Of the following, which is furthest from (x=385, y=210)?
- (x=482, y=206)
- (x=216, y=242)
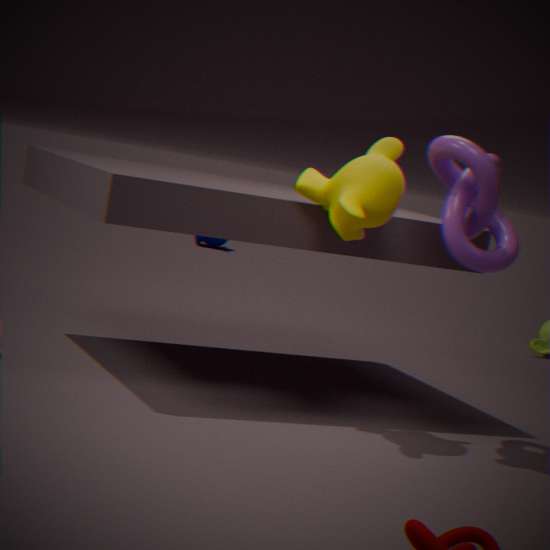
(x=216, y=242)
